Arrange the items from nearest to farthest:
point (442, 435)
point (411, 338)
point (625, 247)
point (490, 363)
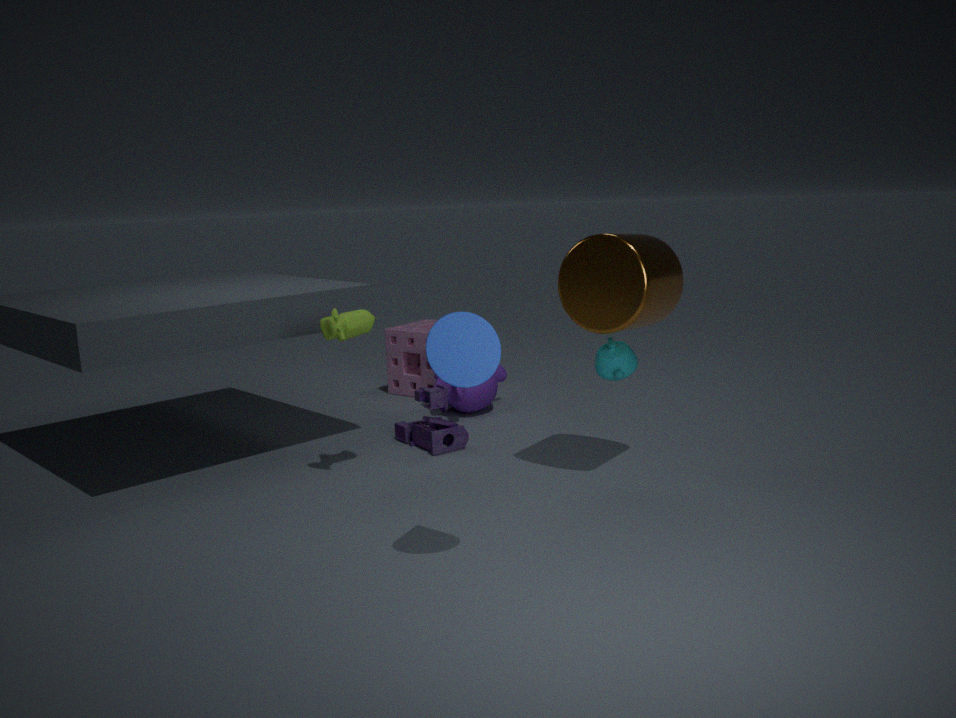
point (490, 363)
point (625, 247)
point (442, 435)
point (411, 338)
